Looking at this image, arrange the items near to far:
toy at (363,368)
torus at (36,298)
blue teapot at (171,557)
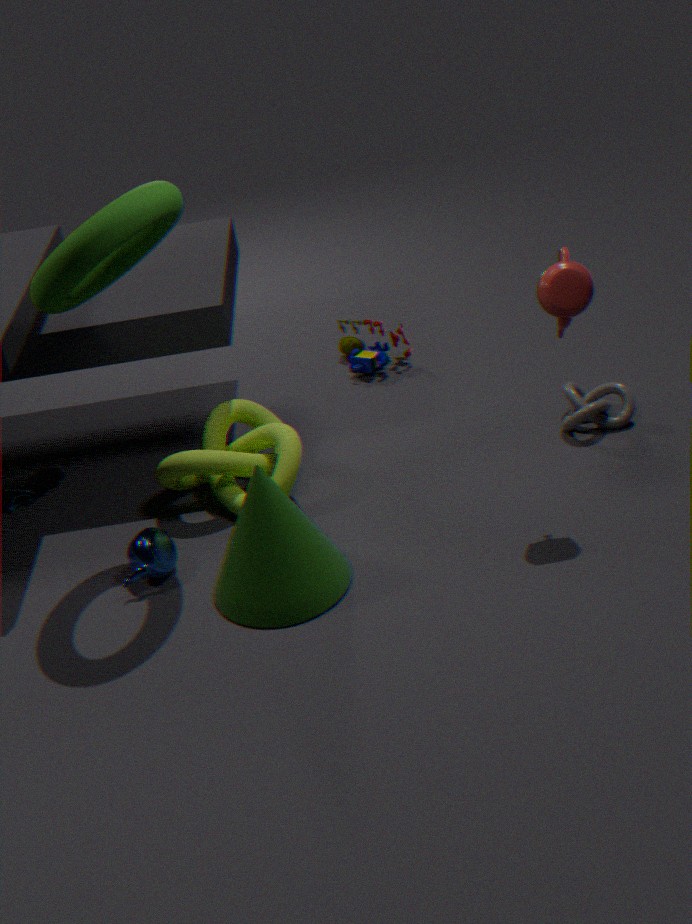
torus at (36,298), blue teapot at (171,557), toy at (363,368)
